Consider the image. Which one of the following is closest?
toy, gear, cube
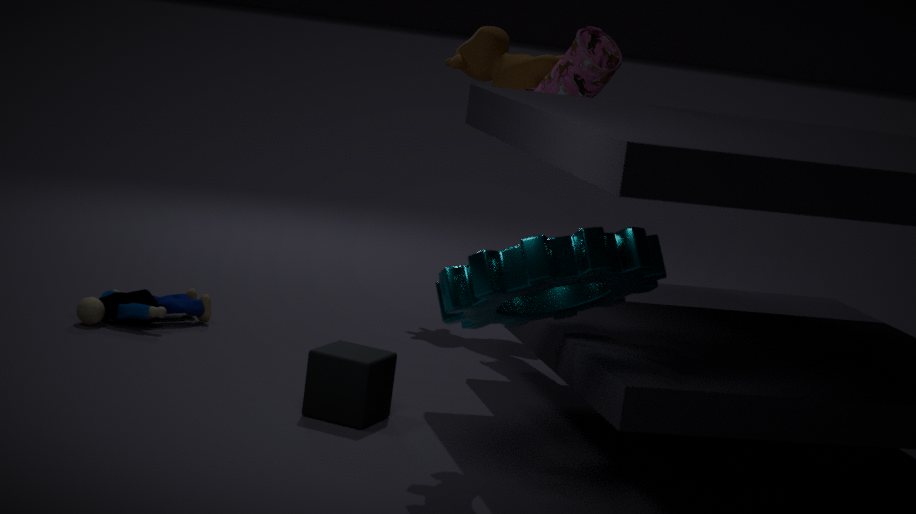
gear
